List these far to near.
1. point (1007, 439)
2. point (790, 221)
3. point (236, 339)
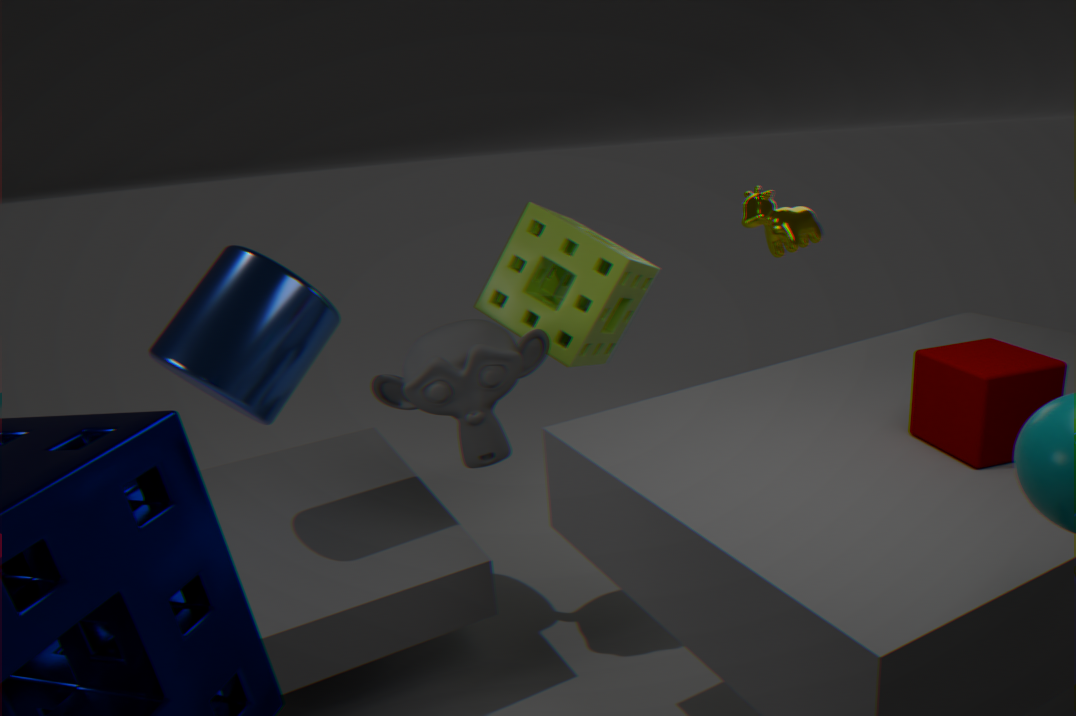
point (790, 221), point (236, 339), point (1007, 439)
